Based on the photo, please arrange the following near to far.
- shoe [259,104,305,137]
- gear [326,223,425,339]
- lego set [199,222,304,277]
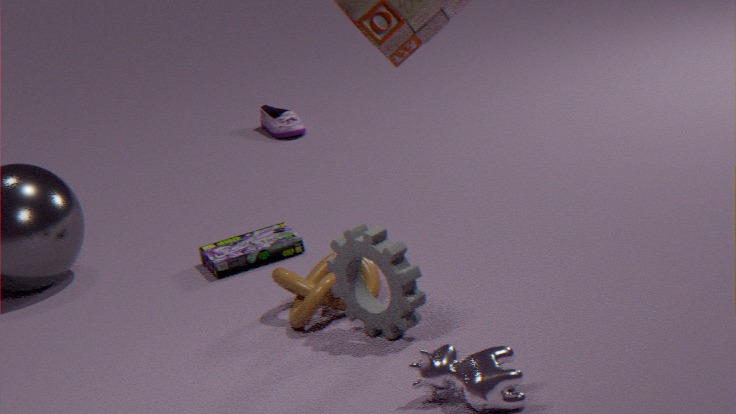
gear [326,223,425,339] < lego set [199,222,304,277] < shoe [259,104,305,137]
